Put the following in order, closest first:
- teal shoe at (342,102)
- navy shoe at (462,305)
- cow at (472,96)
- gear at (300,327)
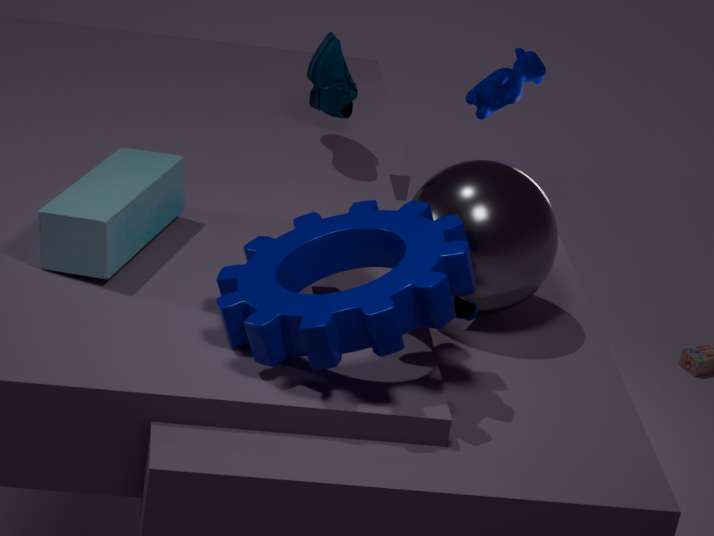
gear at (300,327), navy shoe at (462,305), teal shoe at (342,102), cow at (472,96)
